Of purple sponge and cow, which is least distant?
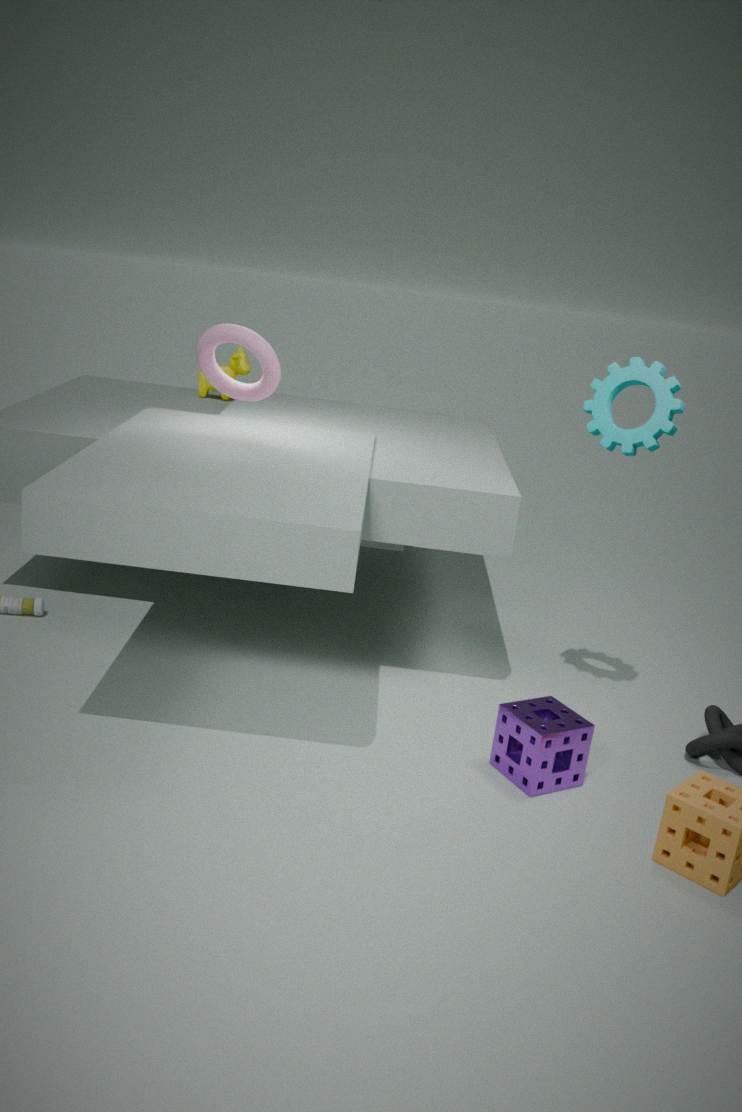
purple sponge
